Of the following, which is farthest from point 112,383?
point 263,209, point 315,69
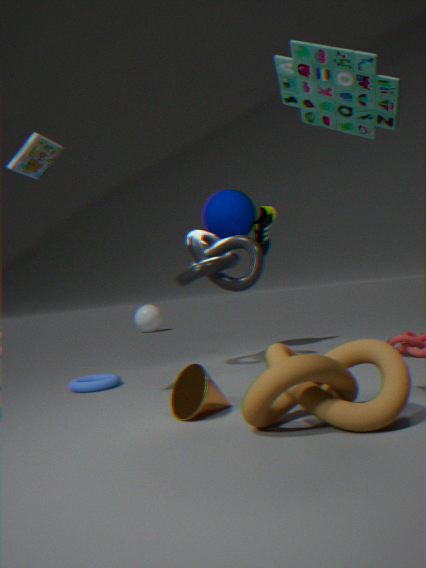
point 315,69
